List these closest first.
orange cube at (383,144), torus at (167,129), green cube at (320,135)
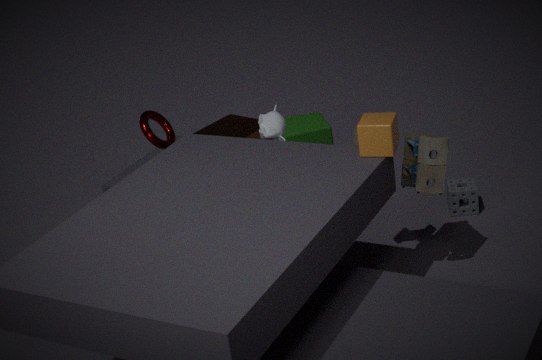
orange cube at (383,144), torus at (167,129), green cube at (320,135)
